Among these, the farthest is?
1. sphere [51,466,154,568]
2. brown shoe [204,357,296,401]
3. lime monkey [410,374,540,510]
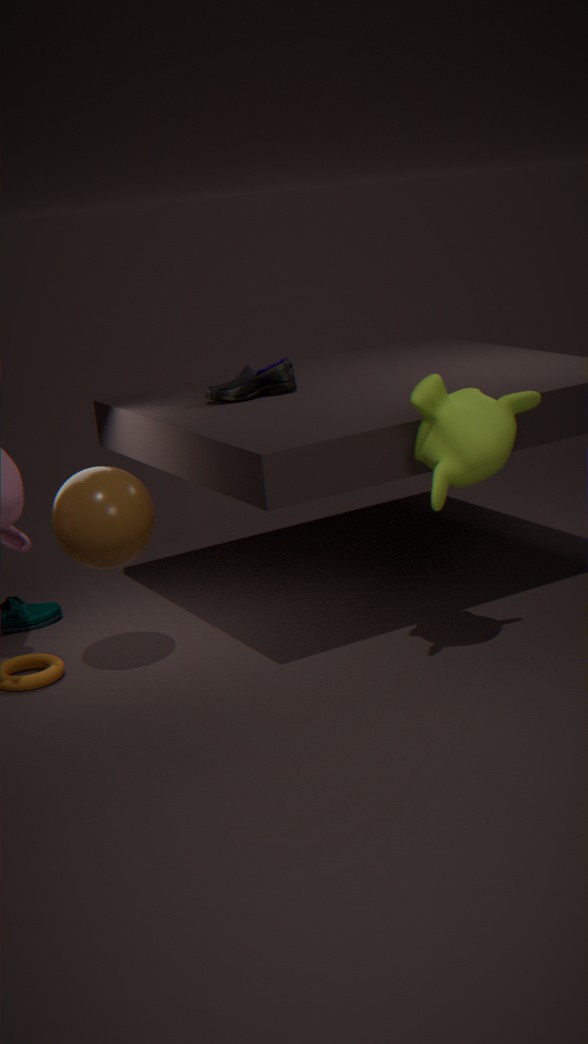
brown shoe [204,357,296,401]
